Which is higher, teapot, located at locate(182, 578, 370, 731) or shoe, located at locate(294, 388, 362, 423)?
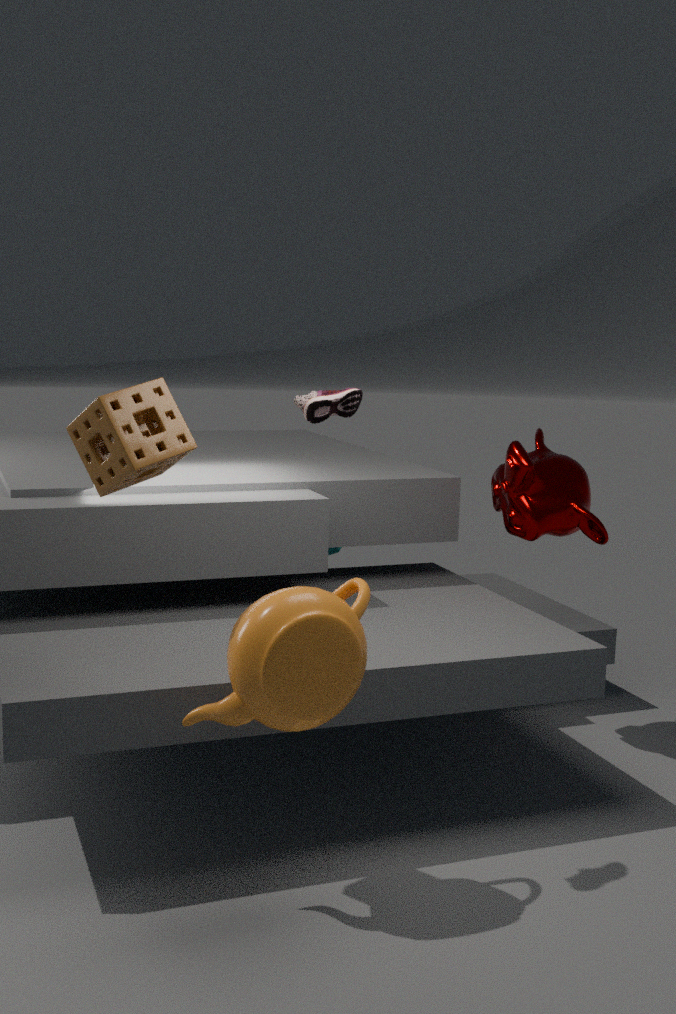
shoe, located at locate(294, 388, 362, 423)
